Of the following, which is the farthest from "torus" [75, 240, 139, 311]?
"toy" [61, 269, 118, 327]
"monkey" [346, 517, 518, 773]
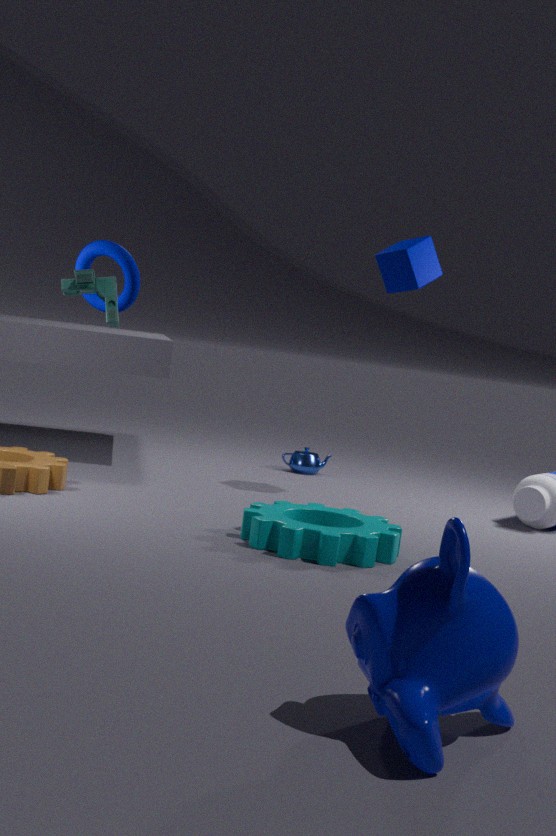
"monkey" [346, 517, 518, 773]
